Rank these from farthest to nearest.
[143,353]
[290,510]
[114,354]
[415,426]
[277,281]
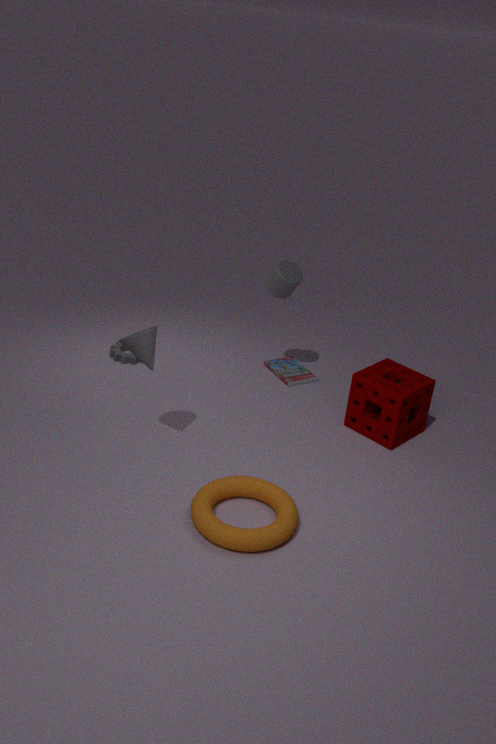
[114,354], [277,281], [415,426], [143,353], [290,510]
